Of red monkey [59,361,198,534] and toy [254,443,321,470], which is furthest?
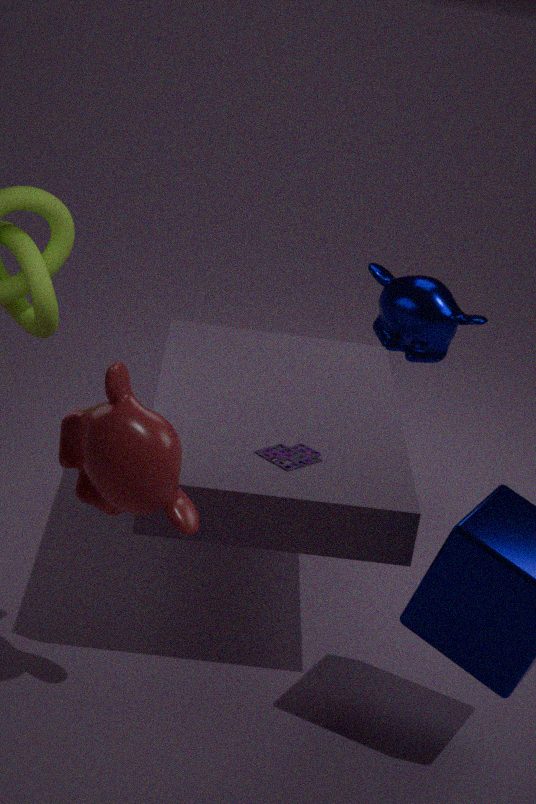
toy [254,443,321,470]
